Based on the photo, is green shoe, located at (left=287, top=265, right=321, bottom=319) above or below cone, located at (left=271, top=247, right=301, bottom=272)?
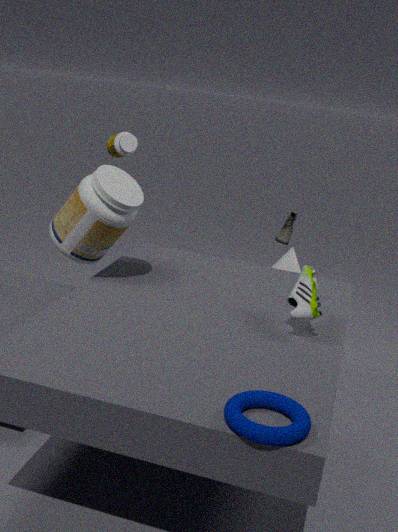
above
